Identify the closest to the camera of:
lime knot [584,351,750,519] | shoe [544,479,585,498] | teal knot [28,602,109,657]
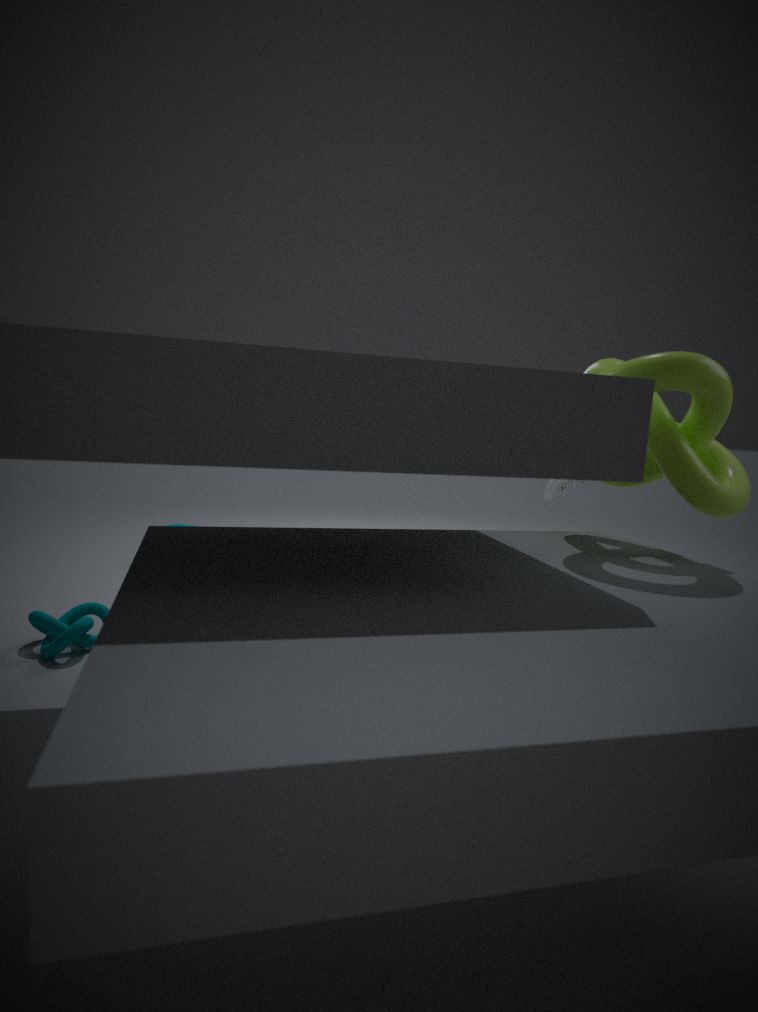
lime knot [584,351,750,519]
